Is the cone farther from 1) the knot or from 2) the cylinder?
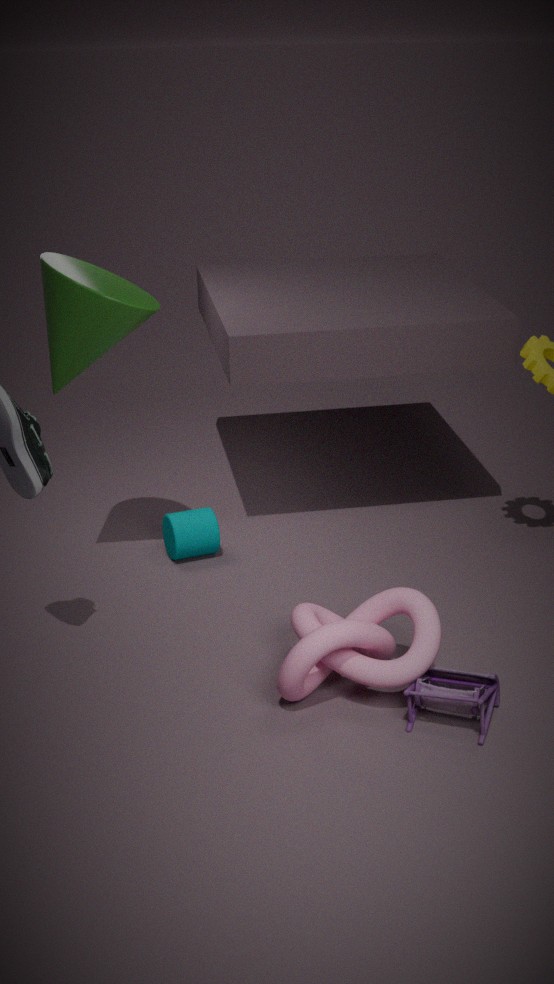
1) the knot
